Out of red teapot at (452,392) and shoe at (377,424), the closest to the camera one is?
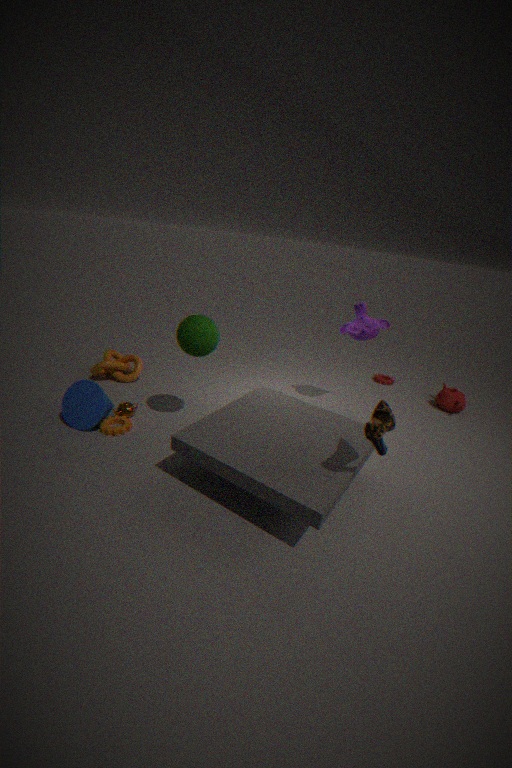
shoe at (377,424)
